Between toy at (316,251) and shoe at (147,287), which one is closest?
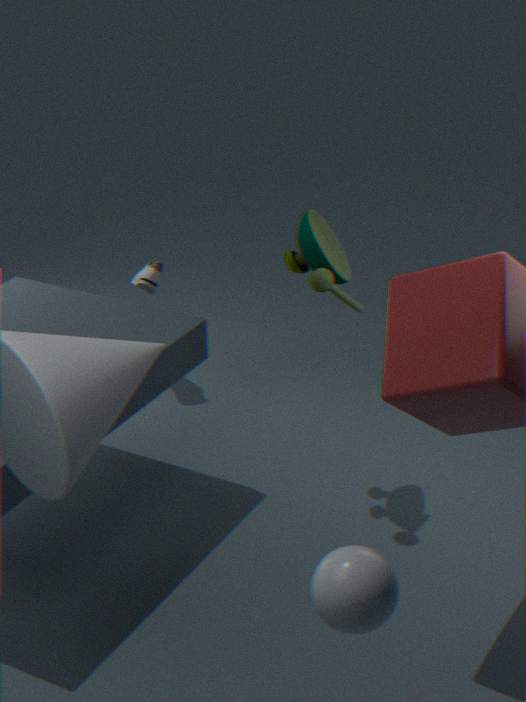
toy at (316,251)
